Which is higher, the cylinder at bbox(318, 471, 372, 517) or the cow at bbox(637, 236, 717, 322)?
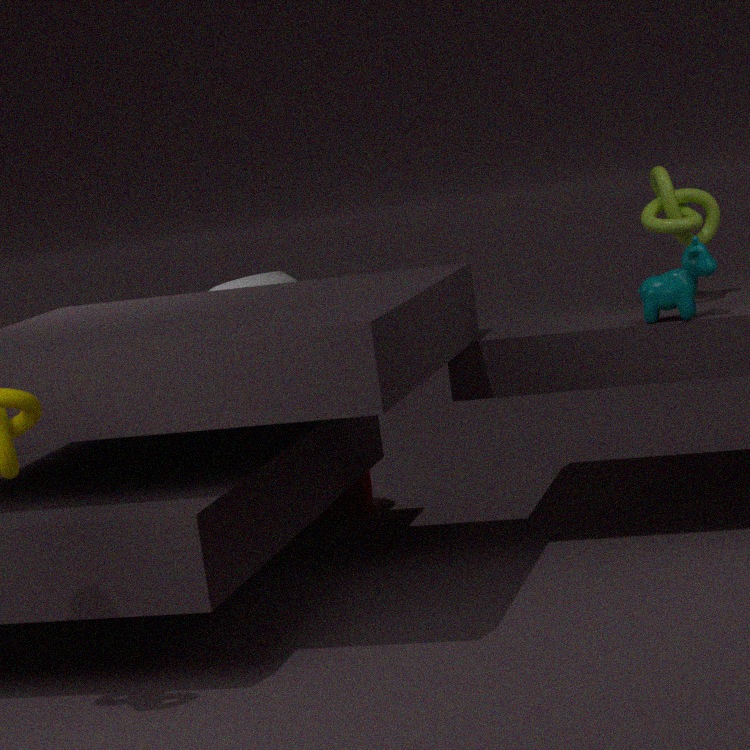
the cow at bbox(637, 236, 717, 322)
